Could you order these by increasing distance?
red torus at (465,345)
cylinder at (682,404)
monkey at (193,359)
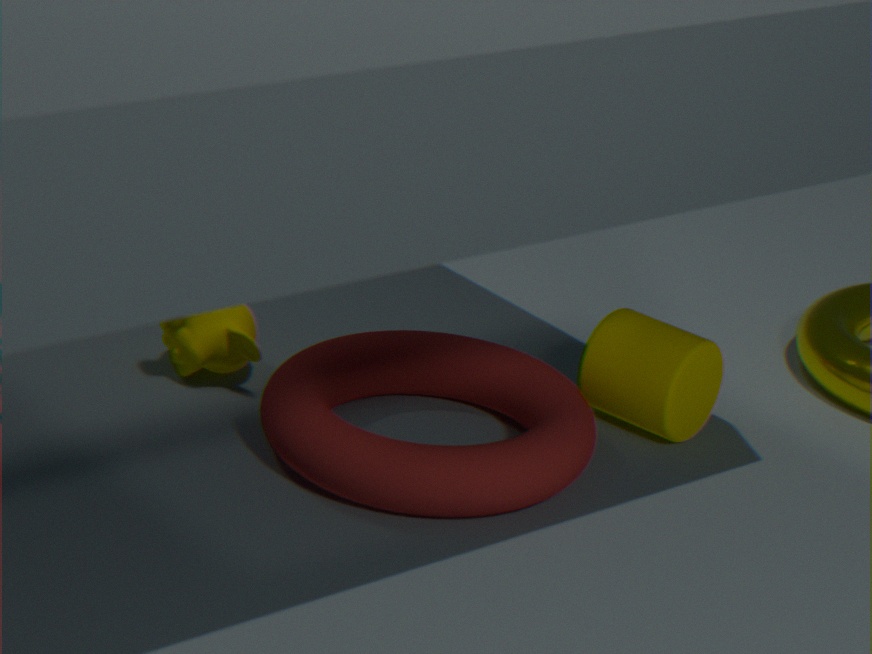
1. red torus at (465,345)
2. cylinder at (682,404)
3. monkey at (193,359)
